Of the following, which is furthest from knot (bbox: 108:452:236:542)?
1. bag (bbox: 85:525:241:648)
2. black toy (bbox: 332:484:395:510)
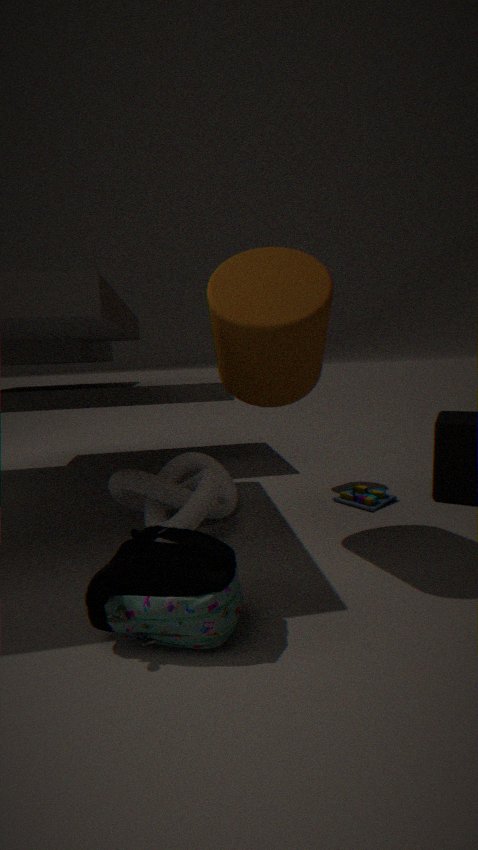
black toy (bbox: 332:484:395:510)
